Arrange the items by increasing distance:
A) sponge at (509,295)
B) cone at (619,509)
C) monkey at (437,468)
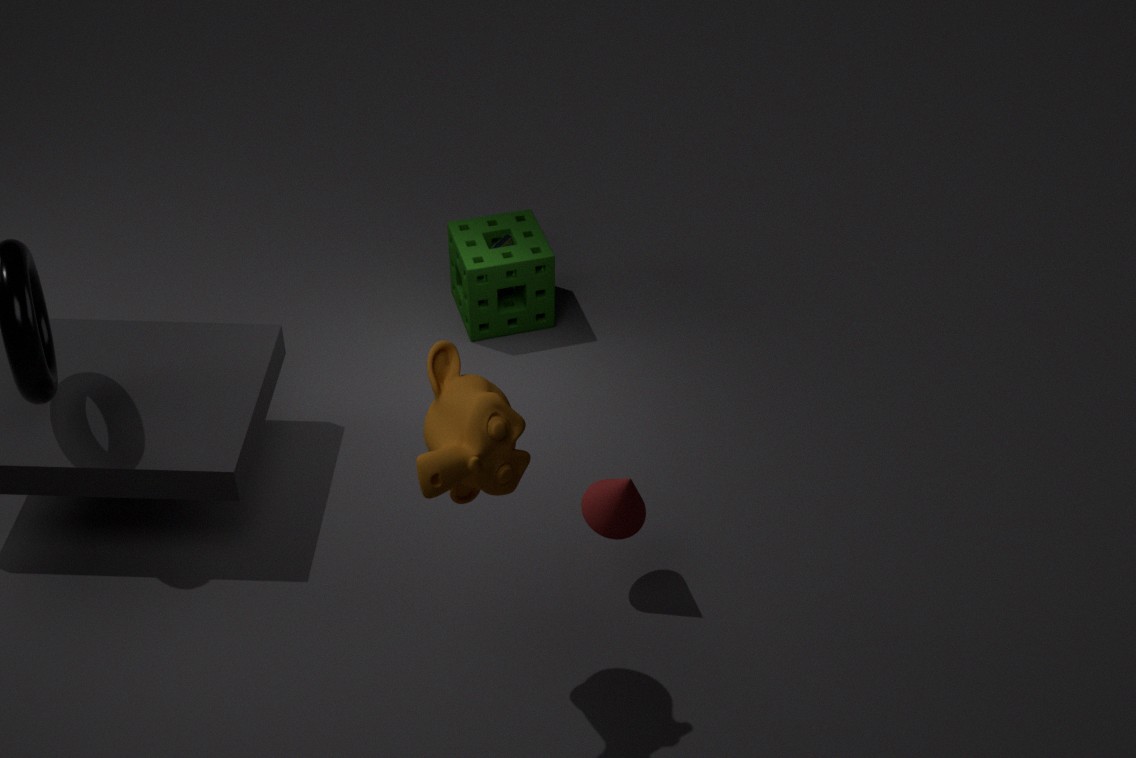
monkey at (437,468)
cone at (619,509)
sponge at (509,295)
